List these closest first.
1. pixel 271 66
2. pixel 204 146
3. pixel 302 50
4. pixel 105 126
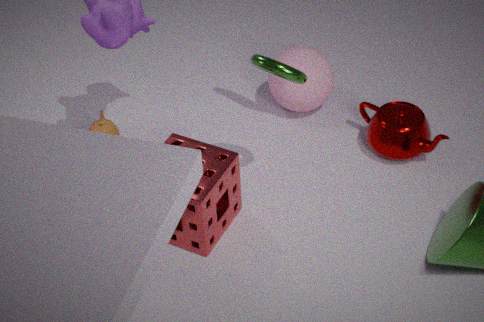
pixel 271 66
pixel 204 146
pixel 105 126
pixel 302 50
